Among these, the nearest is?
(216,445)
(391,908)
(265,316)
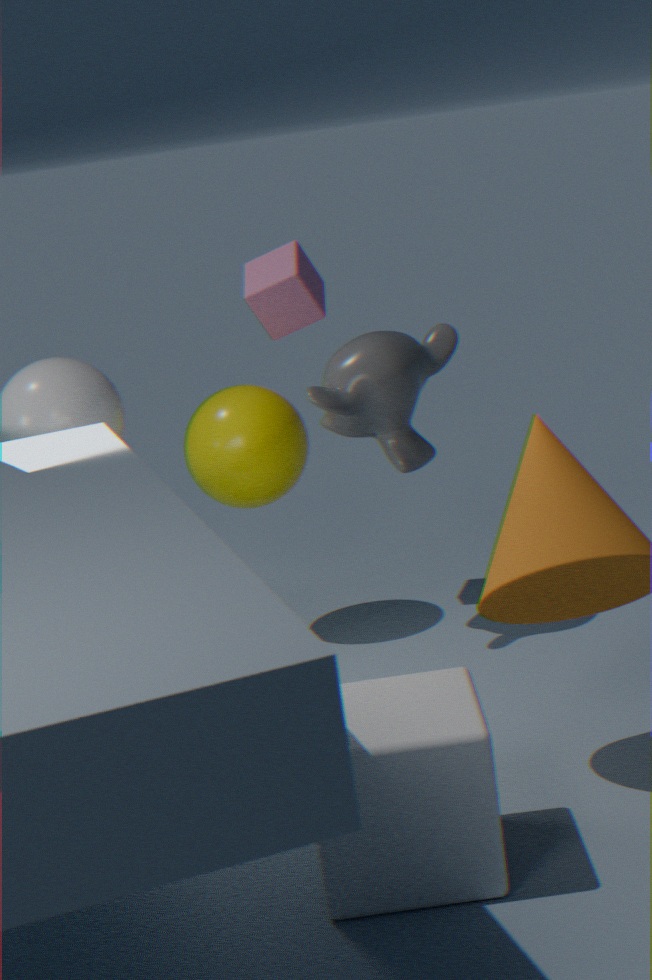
(391,908)
